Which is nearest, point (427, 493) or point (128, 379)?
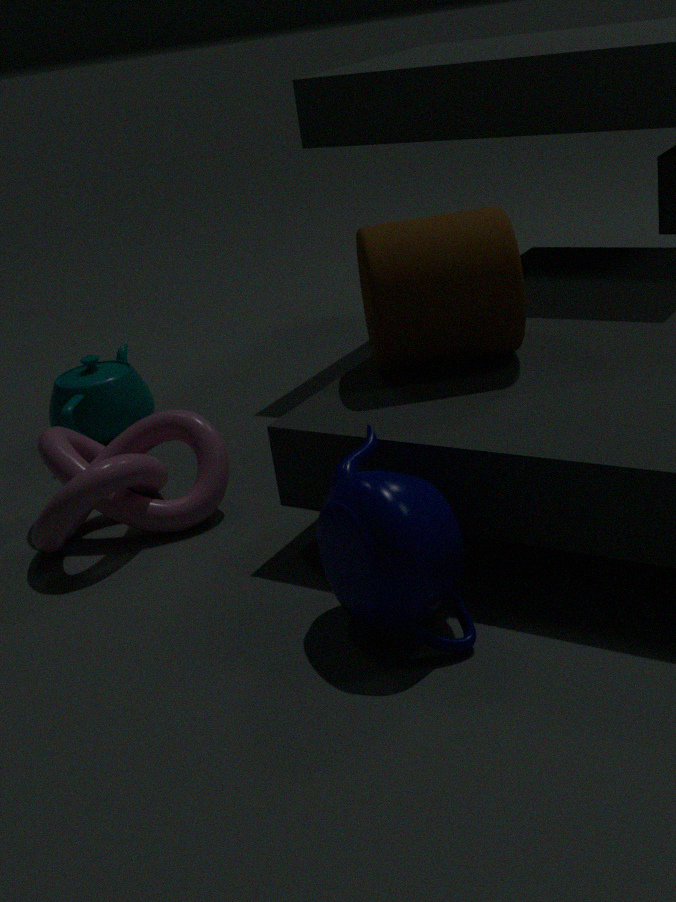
point (427, 493)
